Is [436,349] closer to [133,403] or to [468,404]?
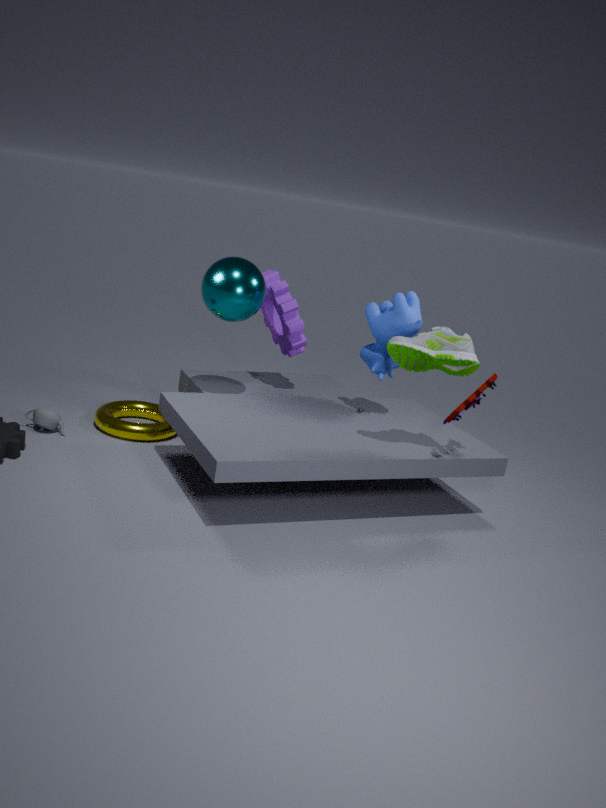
[468,404]
